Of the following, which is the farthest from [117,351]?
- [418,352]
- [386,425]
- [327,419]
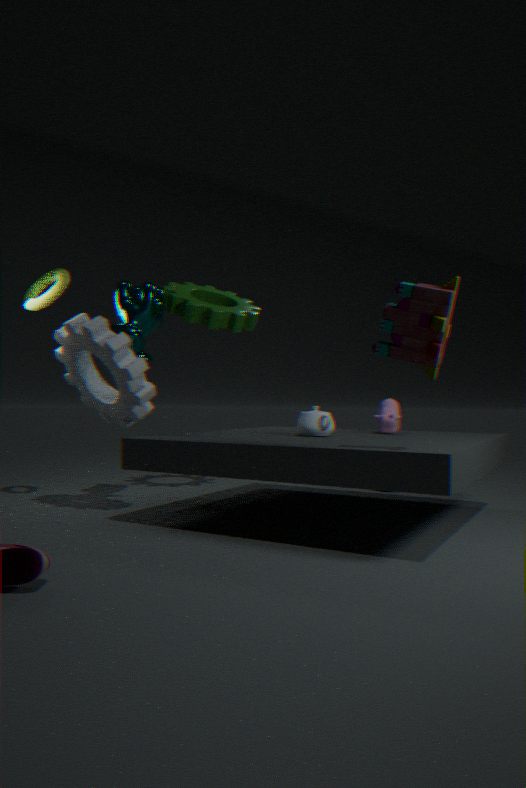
[418,352]
